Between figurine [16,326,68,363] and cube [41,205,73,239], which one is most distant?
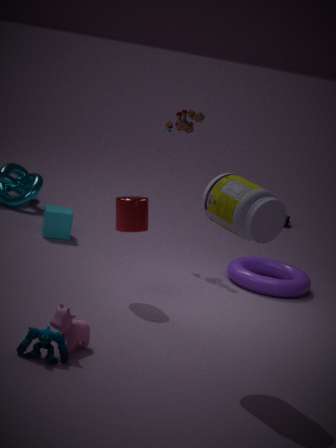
cube [41,205,73,239]
